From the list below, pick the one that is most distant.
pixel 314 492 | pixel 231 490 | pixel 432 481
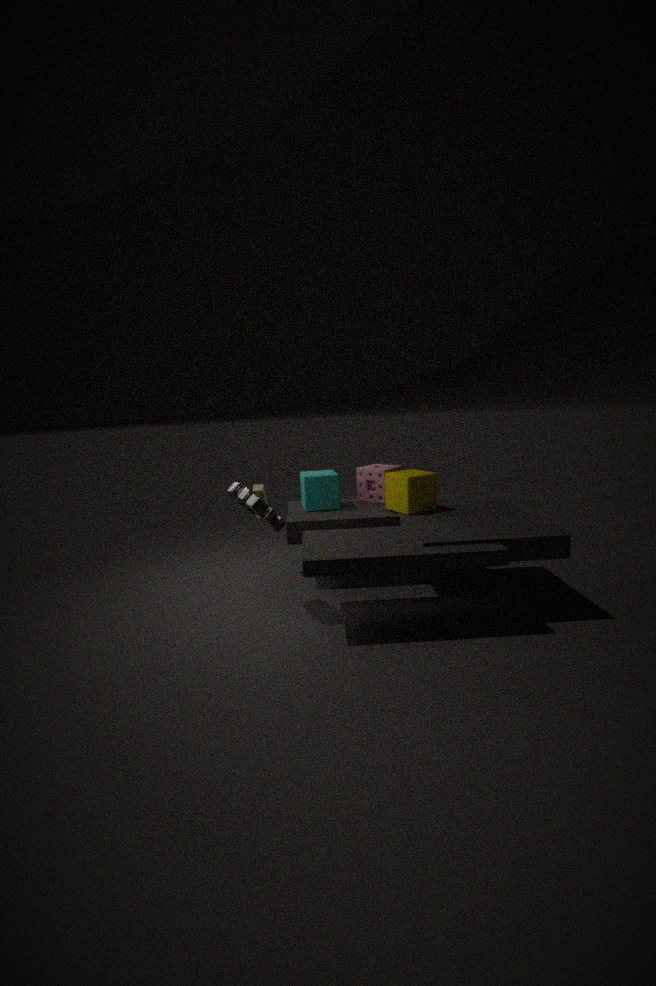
pixel 314 492
